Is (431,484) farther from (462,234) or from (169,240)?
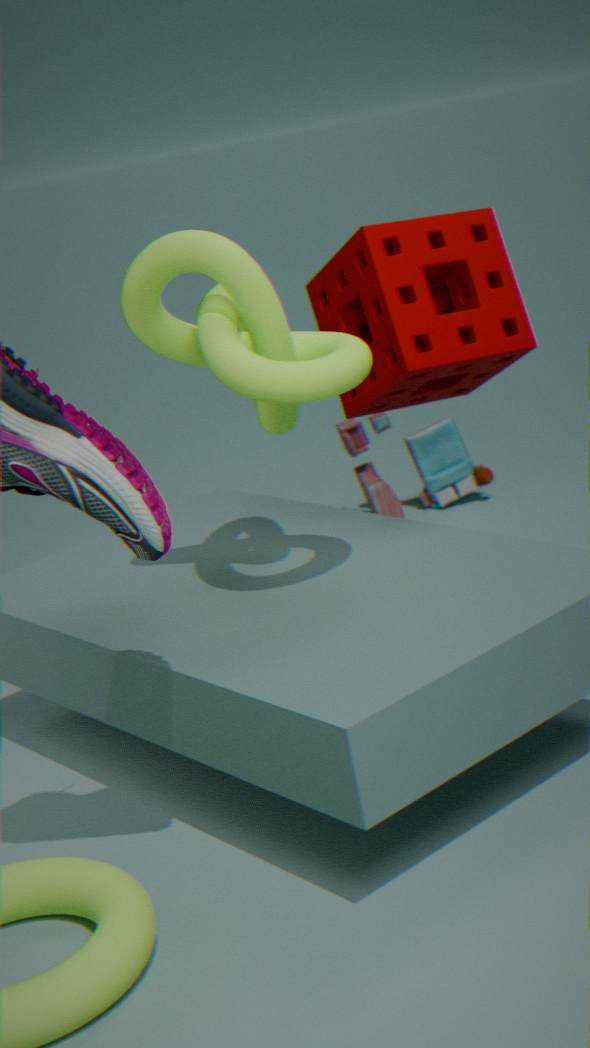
(169,240)
